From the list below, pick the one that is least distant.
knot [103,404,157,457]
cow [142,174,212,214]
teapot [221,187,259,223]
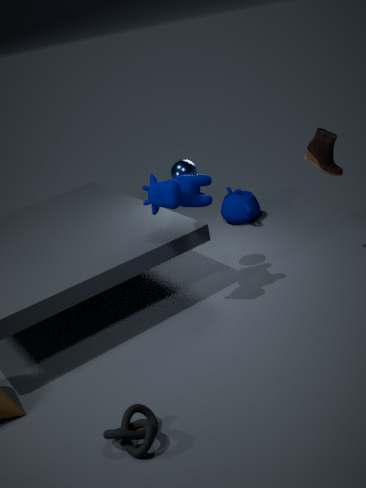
knot [103,404,157,457]
